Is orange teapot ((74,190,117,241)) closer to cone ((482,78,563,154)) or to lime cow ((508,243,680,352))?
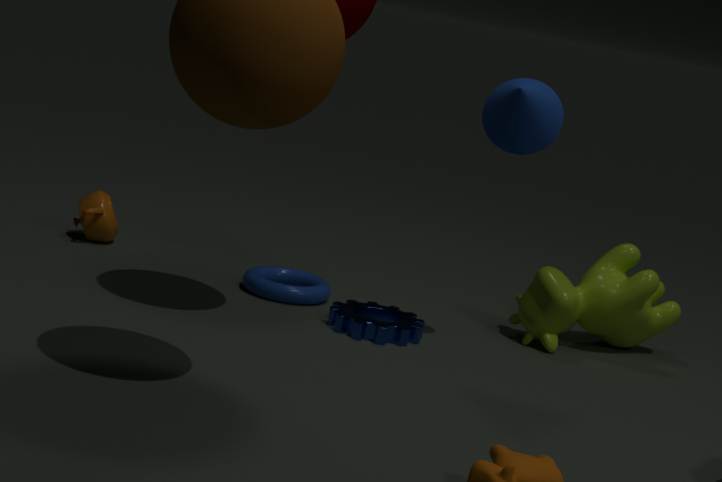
lime cow ((508,243,680,352))
